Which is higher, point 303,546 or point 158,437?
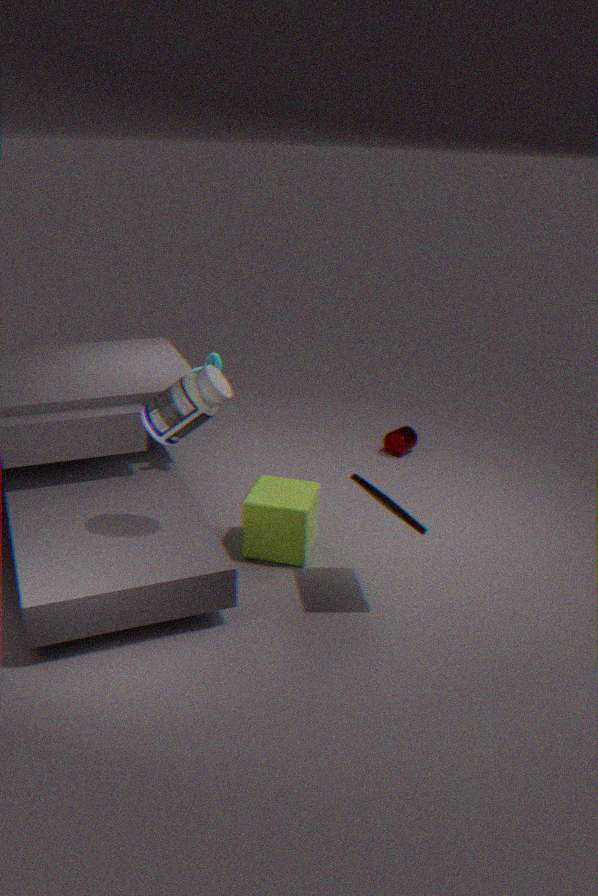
point 158,437
